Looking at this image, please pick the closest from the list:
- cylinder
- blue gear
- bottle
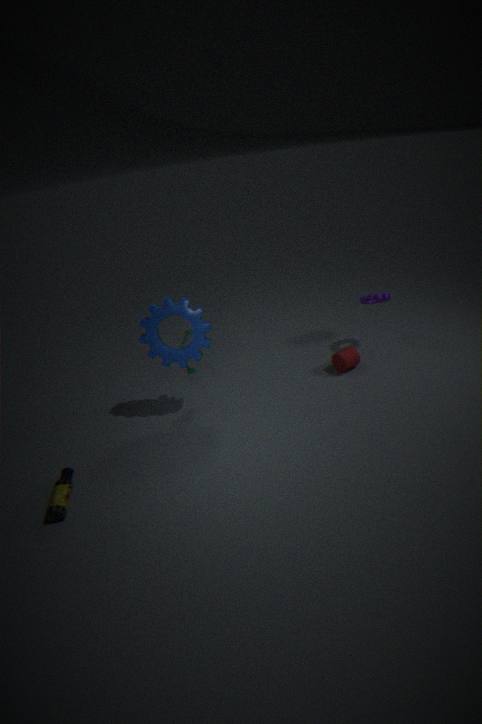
bottle
